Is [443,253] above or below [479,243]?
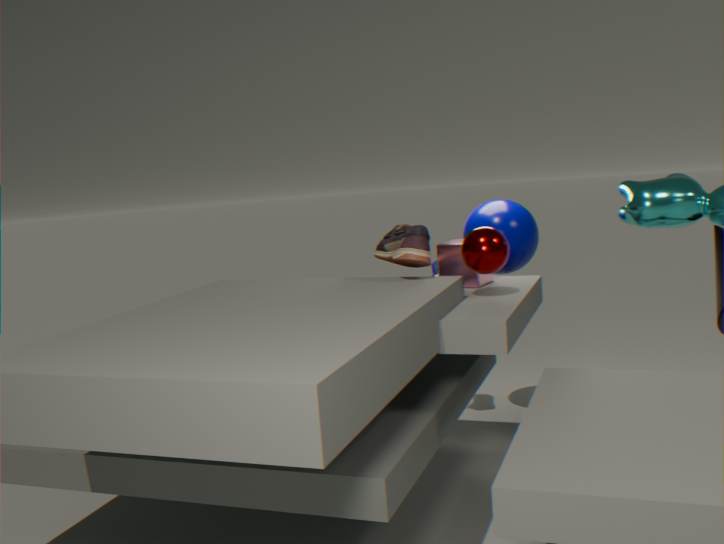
below
